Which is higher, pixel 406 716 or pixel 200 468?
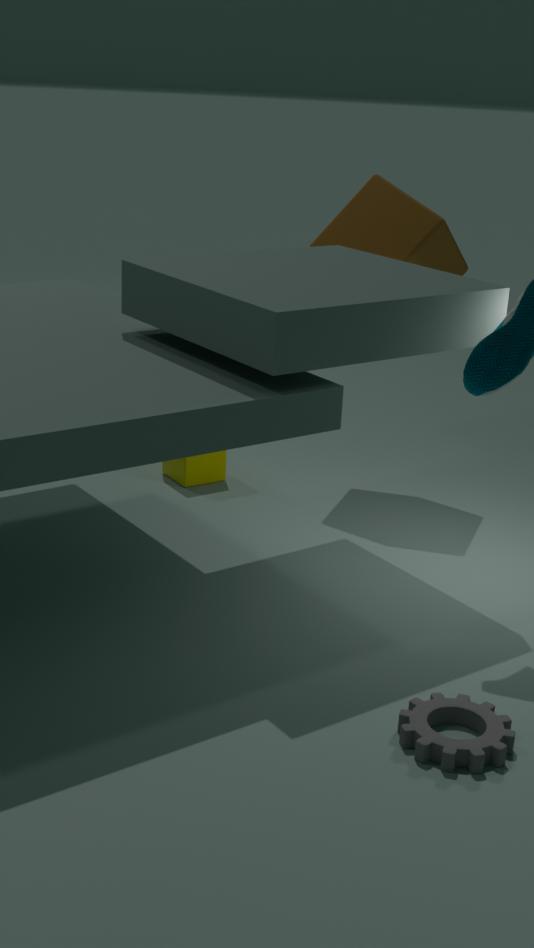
pixel 200 468
